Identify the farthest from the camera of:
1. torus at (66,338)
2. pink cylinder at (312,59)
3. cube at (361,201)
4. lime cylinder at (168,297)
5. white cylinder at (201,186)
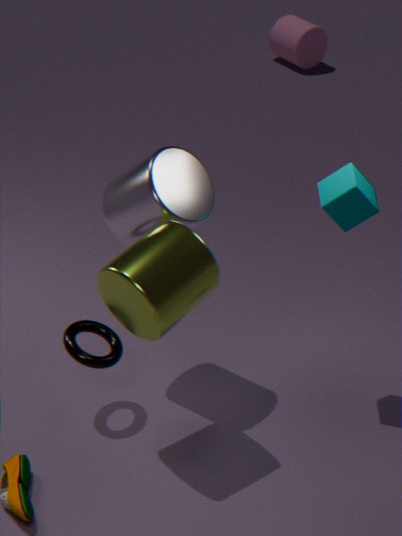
pink cylinder at (312,59)
